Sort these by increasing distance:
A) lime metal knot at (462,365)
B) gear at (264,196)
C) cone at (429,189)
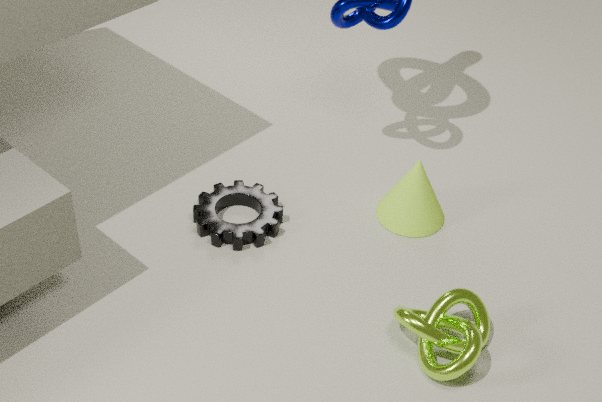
lime metal knot at (462,365), gear at (264,196), cone at (429,189)
